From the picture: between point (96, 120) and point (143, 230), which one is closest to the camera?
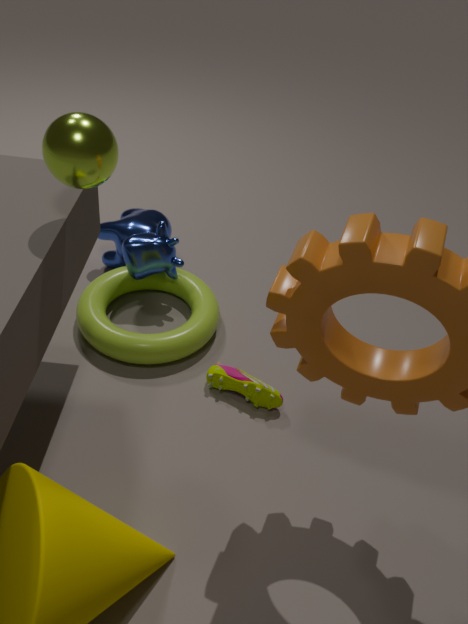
point (96, 120)
